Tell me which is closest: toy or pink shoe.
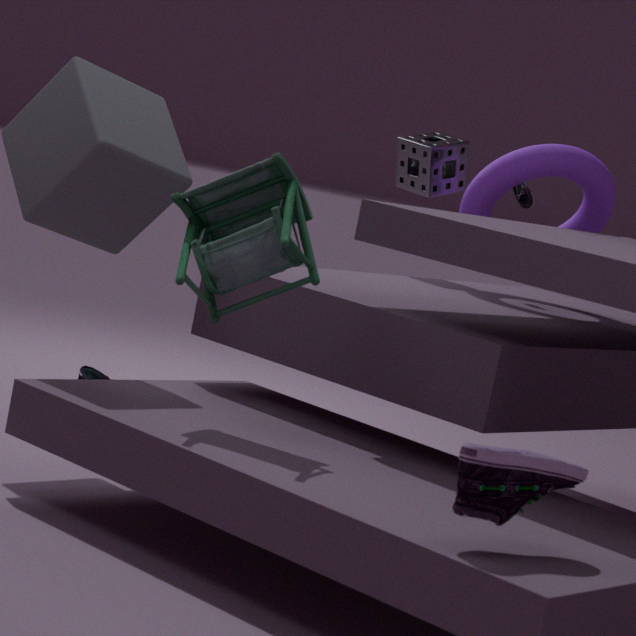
pink shoe
